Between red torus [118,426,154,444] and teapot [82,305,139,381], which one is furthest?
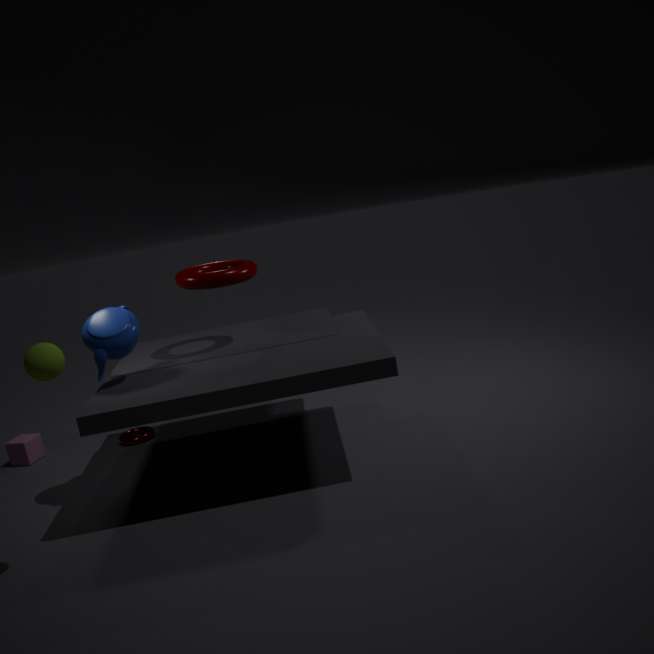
red torus [118,426,154,444]
